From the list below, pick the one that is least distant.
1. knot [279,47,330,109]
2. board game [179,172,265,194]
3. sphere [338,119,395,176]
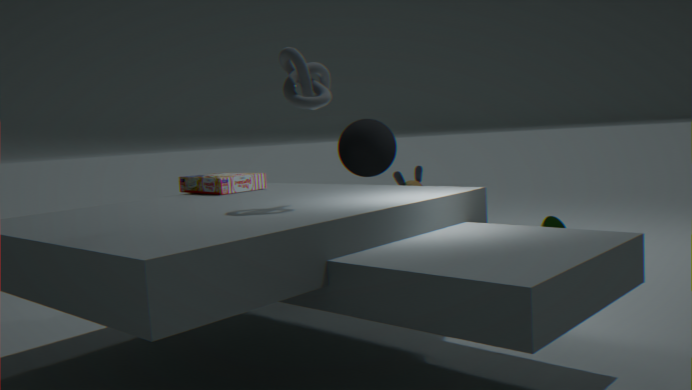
knot [279,47,330,109]
